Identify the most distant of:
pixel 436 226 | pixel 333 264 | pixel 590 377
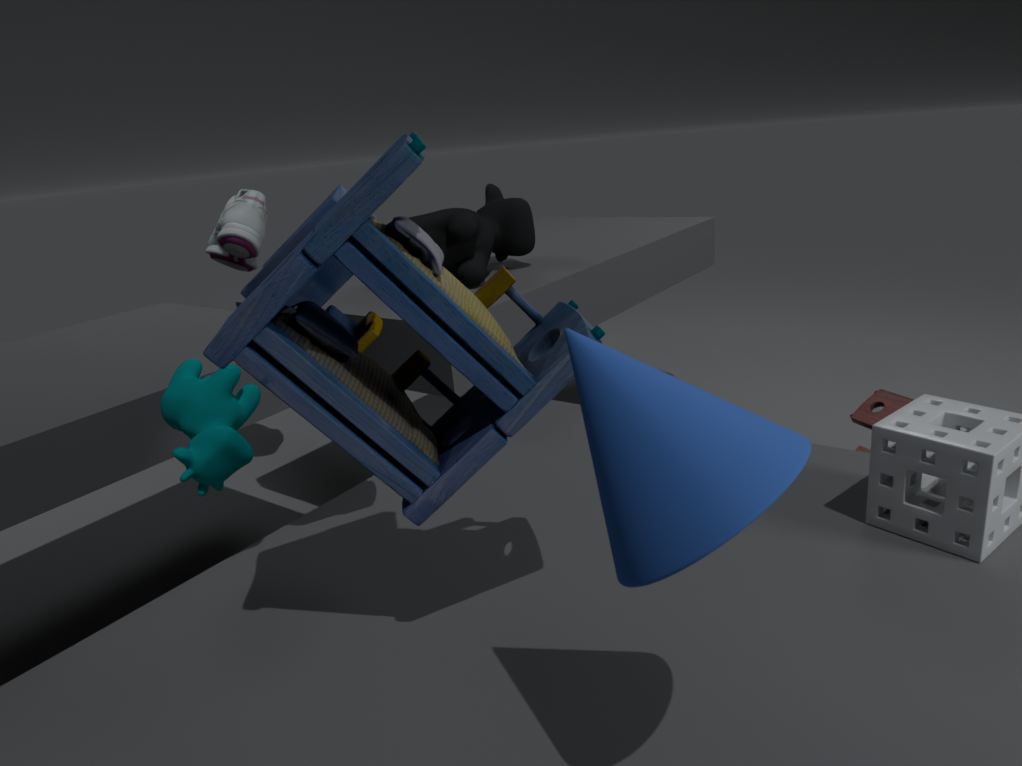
pixel 436 226
